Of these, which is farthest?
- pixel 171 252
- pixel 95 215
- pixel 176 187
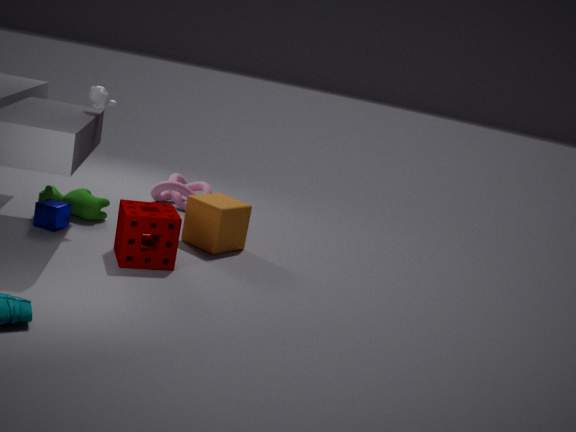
pixel 176 187
